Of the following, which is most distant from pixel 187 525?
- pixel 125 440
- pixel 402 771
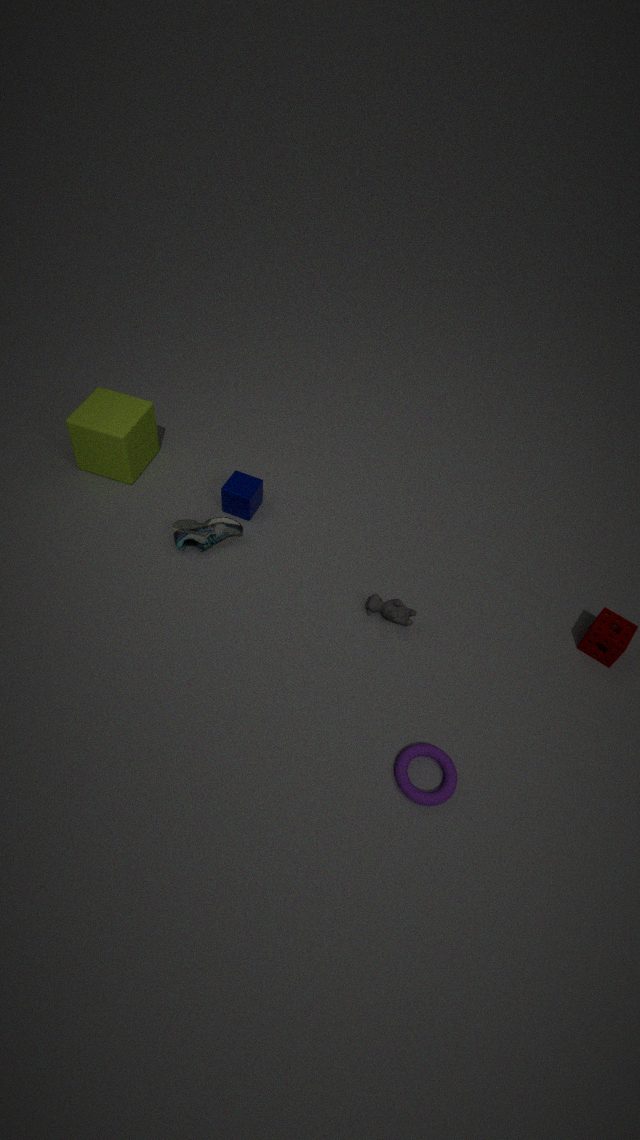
pixel 402 771
